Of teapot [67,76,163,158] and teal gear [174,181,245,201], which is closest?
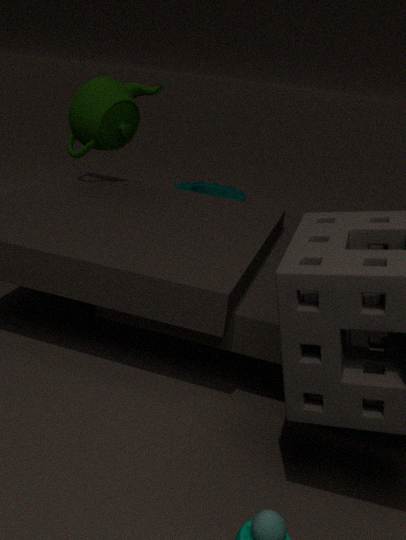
teapot [67,76,163,158]
